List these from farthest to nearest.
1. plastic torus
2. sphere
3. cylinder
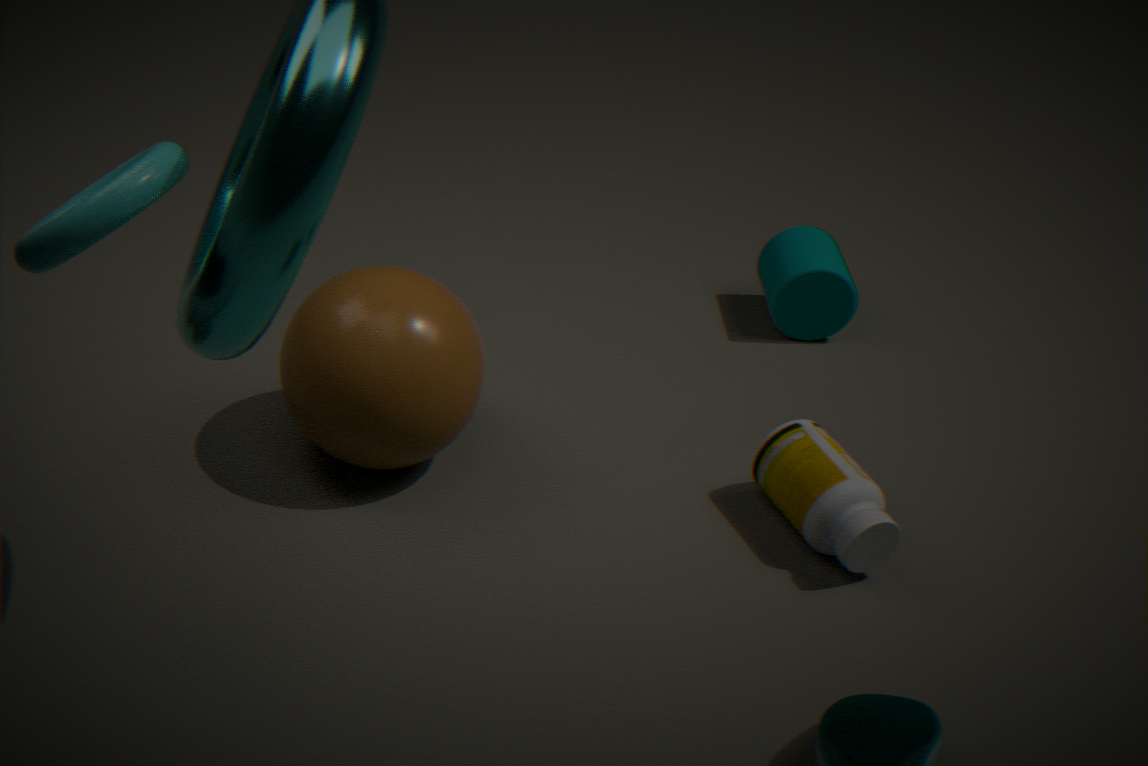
cylinder < sphere < plastic torus
